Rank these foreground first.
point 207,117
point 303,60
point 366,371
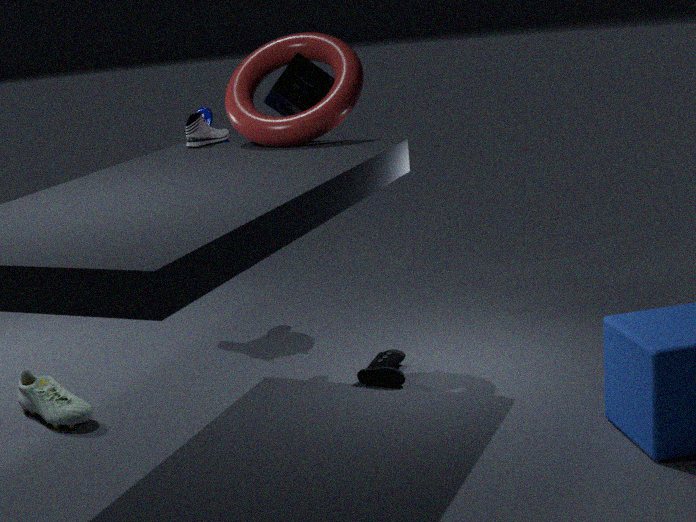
point 303,60 → point 366,371 → point 207,117
